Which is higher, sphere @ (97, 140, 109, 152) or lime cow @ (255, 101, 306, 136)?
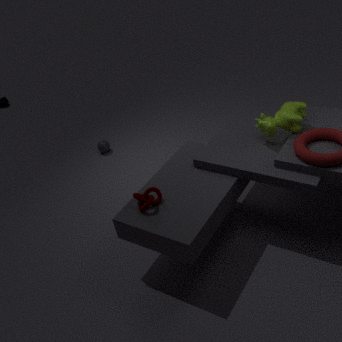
lime cow @ (255, 101, 306, 136)
